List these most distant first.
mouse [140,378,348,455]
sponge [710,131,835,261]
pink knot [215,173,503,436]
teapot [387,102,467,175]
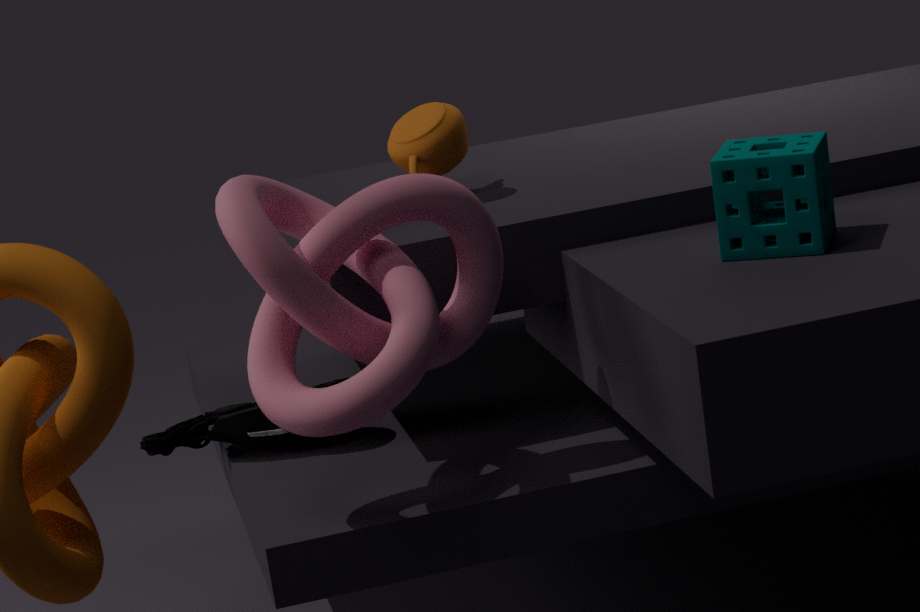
1. teapot [387,102,467,175]
2. mouse [140,378,348,455]
3. sponge [710,131,835,261]
4. pink knot [215,173,503,436]
